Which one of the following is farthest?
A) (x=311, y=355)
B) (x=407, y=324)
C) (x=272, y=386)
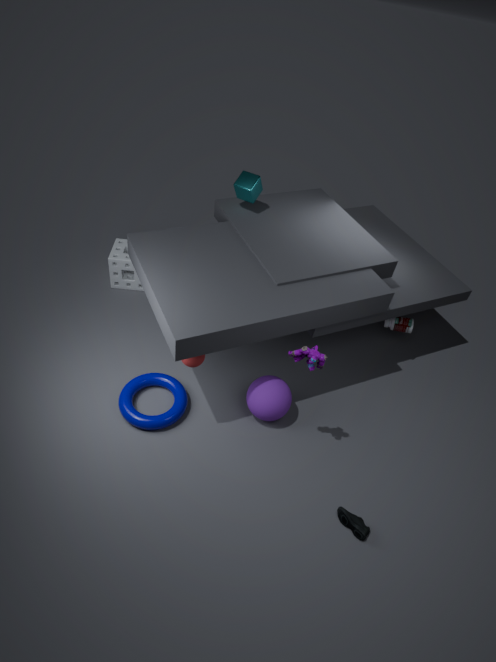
(x=407, y=324)
